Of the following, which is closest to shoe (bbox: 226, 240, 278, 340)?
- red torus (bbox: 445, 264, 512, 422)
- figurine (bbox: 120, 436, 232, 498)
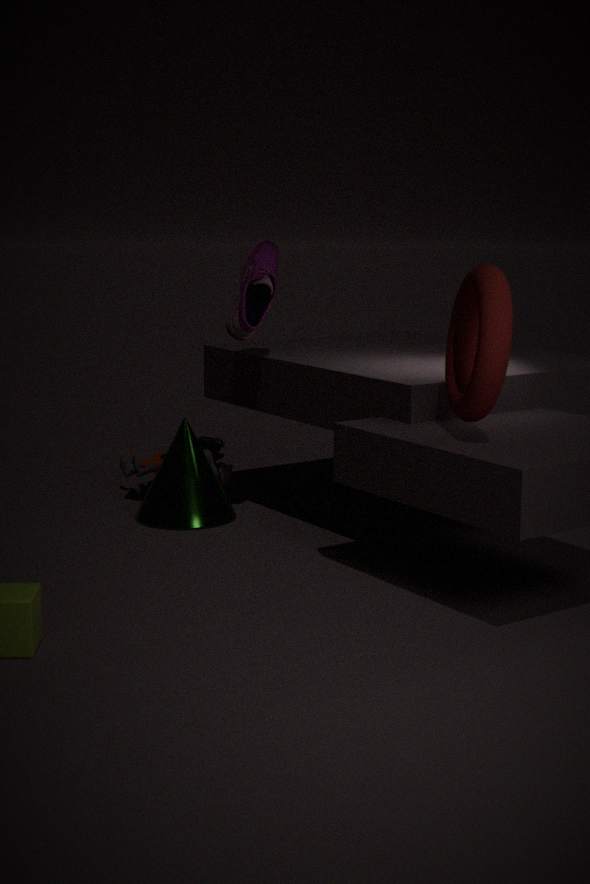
figurine (bbox: 120, 436, 232, 498)
